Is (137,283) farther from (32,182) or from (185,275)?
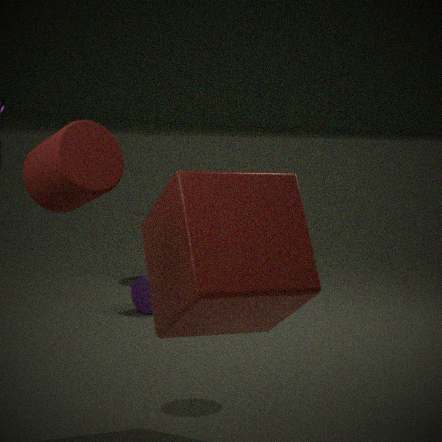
(32,182)
